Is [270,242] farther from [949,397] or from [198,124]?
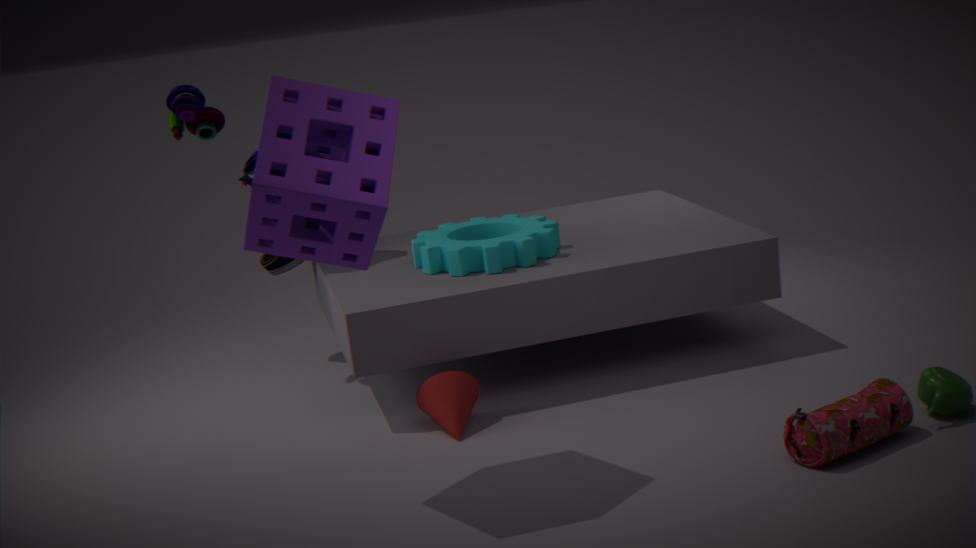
[949,397]
